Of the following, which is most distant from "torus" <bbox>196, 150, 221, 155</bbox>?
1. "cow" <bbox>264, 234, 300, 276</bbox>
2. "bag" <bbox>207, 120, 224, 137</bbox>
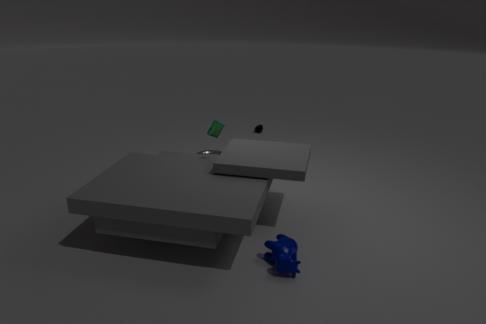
"cow" <bbox>264, 234, 300, 276</bbox>
